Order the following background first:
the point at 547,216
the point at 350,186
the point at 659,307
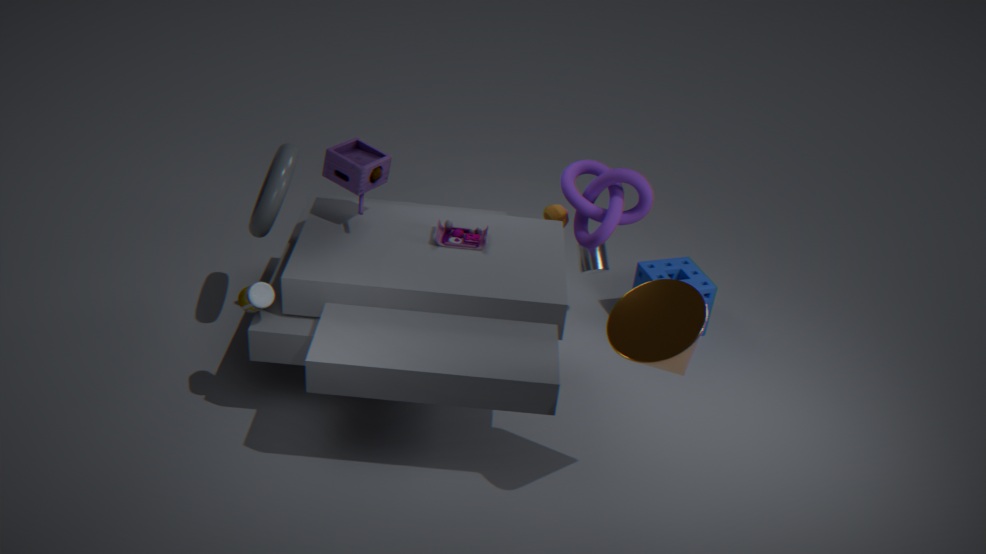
the point at 547,216 → the point at 350,186 → the point at 659,307
